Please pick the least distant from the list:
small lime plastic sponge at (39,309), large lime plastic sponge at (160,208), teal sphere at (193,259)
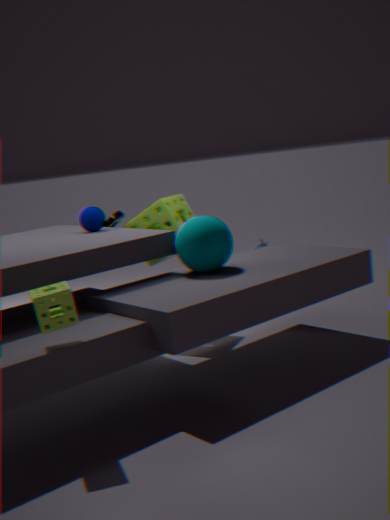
small lime plastic sponge at (39,309)
